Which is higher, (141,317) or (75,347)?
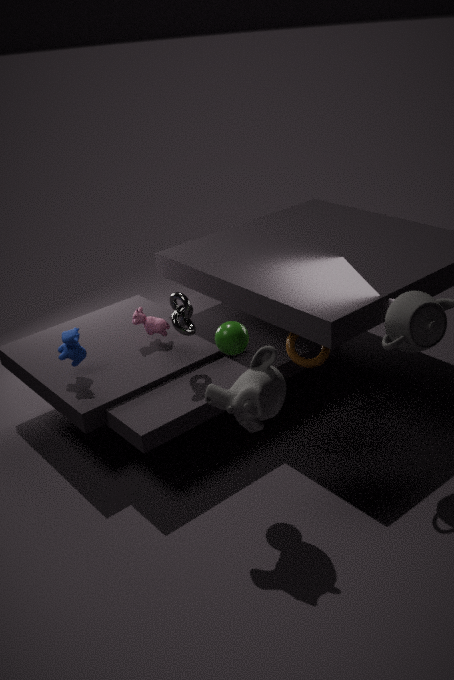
(75,347)
